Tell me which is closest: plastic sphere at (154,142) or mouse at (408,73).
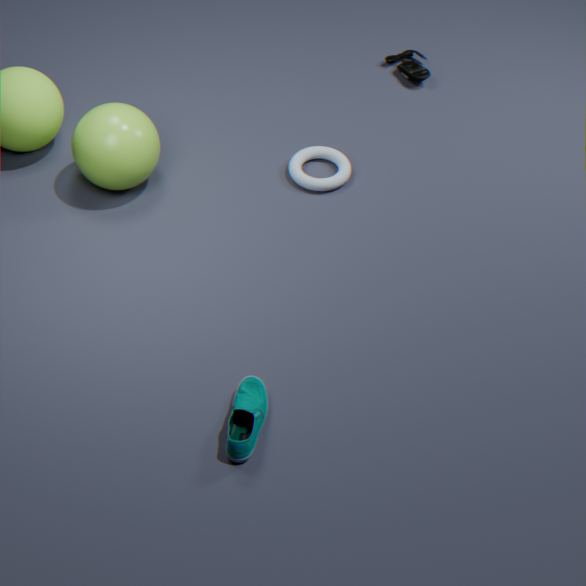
plastic sphere at (154,142)
